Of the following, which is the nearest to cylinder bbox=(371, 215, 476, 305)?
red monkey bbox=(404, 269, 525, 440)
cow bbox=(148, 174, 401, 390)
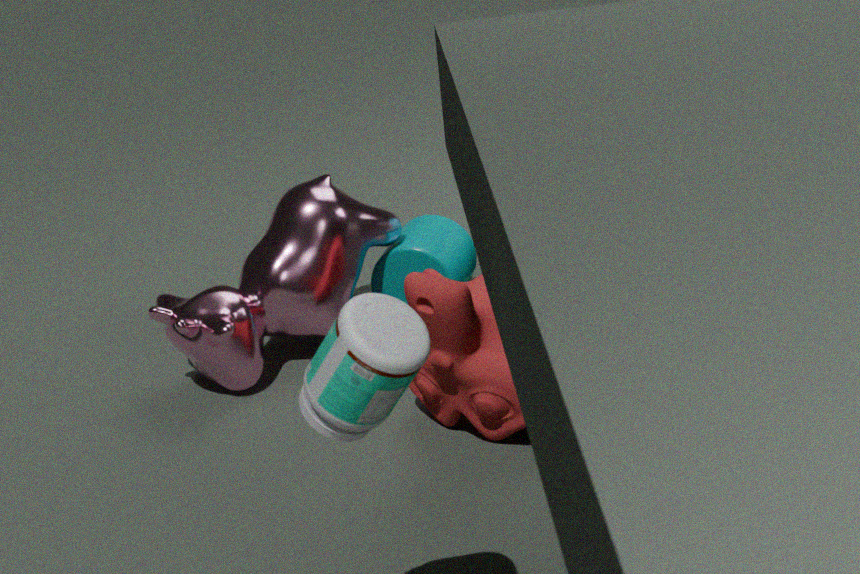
cow bbox=(148, 174, 401, 390)
